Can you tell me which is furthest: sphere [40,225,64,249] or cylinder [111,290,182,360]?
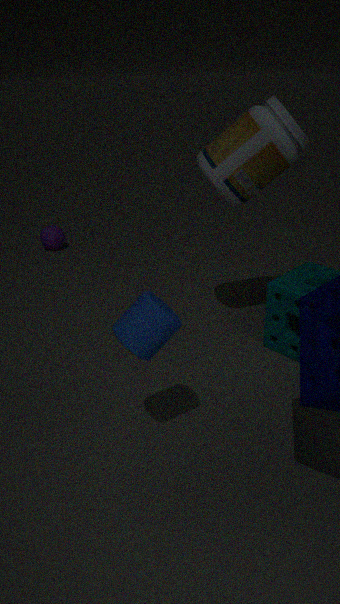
sphere [40,225,64,249]
